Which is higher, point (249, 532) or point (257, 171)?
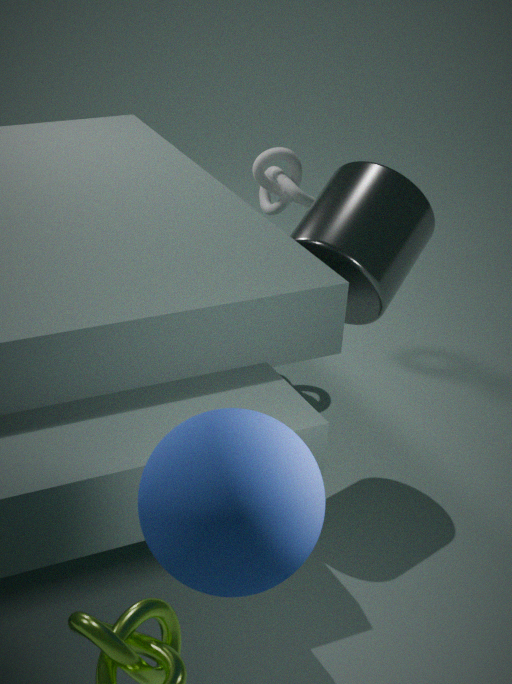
point (249, 532)
